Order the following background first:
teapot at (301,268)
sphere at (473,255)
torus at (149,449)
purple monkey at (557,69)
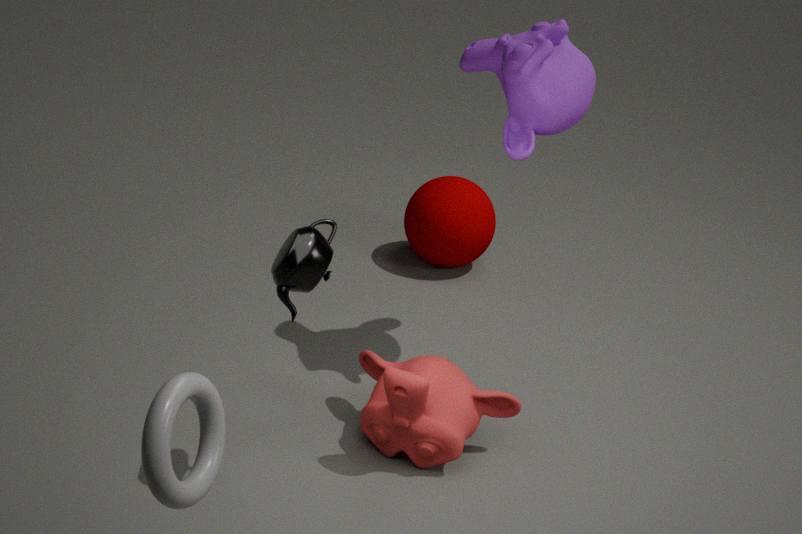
sphere at (473,255)
purple monkey at (557,69)
teapot at (301,268)
torus at (149,449)
